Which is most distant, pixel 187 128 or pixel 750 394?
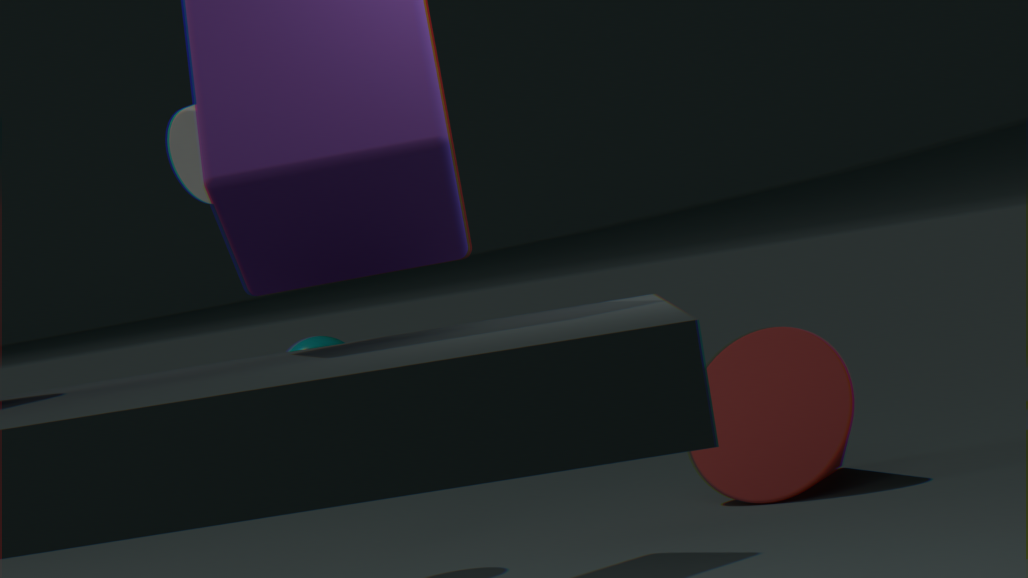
pixel 750 394
